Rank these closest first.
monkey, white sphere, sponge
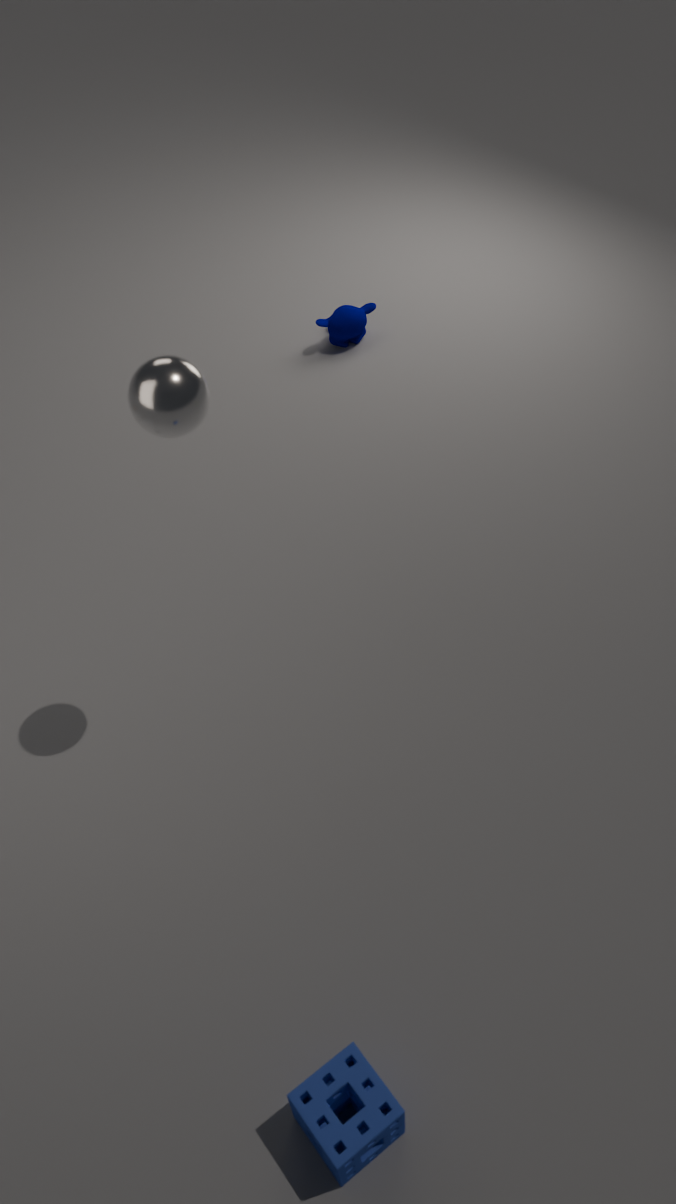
sponge → white sphere → monkey
